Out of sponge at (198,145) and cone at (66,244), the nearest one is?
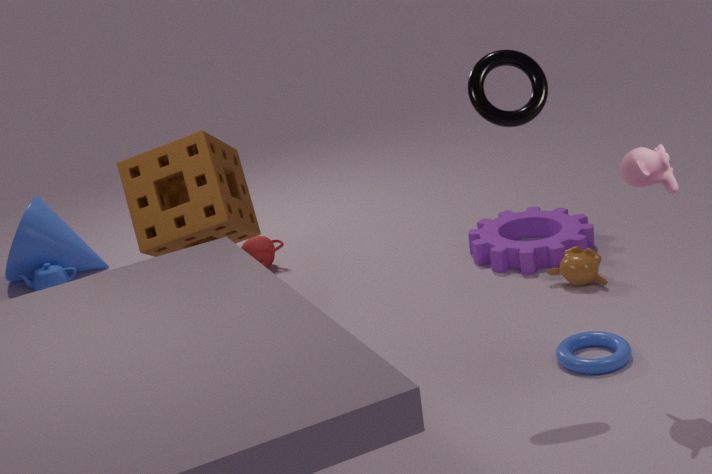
sponge at (198,145)
